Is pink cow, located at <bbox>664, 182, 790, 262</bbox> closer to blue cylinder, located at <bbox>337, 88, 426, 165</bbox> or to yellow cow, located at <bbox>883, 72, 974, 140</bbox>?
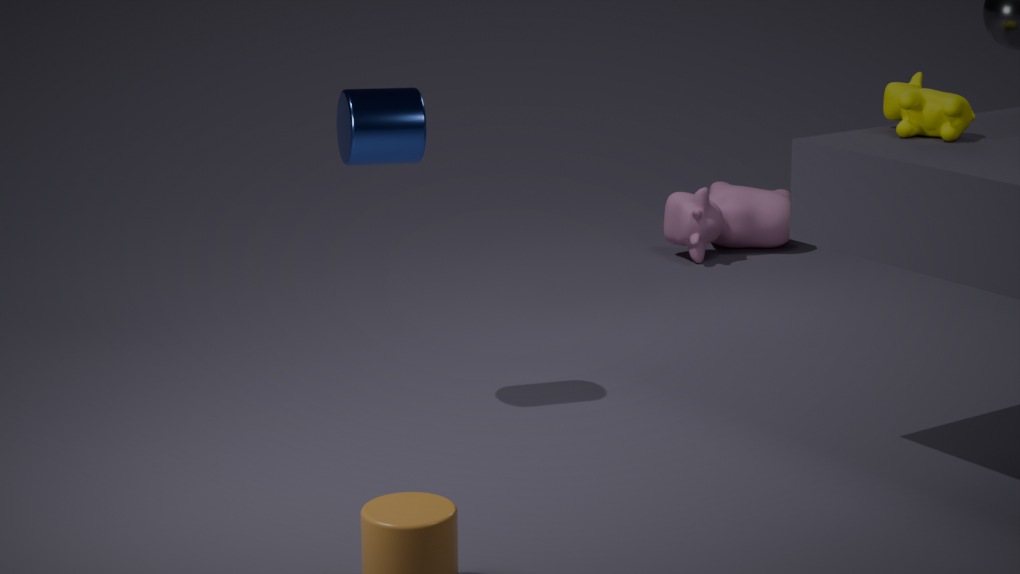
blue cylinder, located at <bbox>337, 88, 426, 165</bbox>
